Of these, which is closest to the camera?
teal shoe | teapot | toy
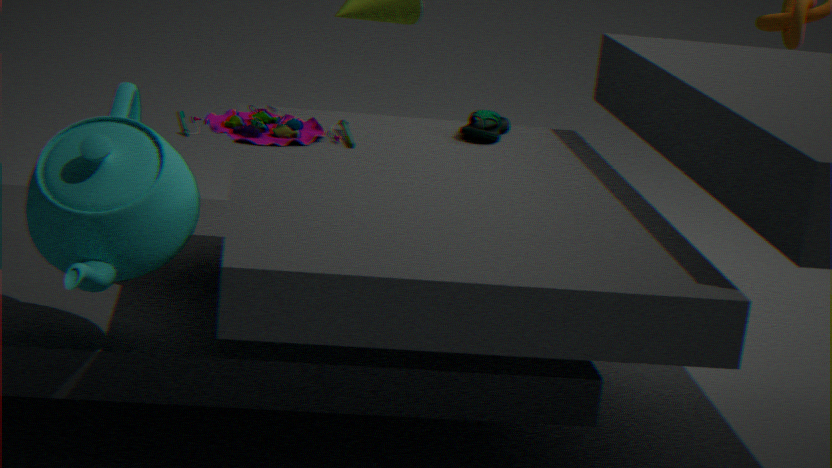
teapot
